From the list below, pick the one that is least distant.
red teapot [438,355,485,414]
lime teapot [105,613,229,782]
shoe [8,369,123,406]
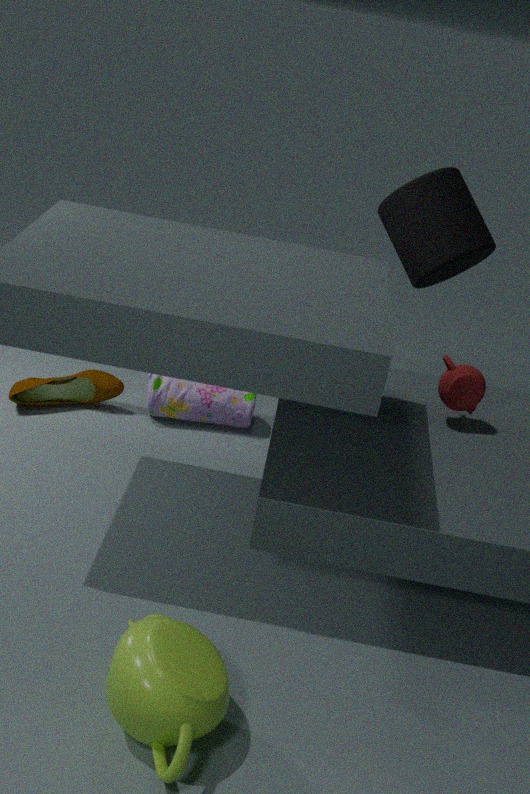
lime teapot [105,613,229,782]
